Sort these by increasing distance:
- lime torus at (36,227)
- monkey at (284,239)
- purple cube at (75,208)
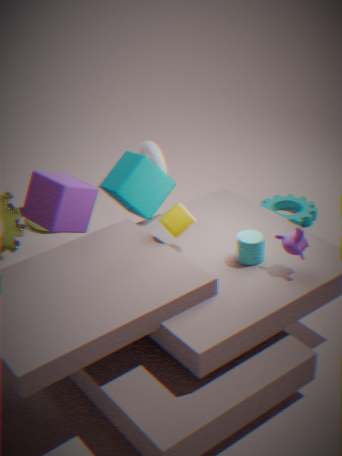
monkey at (284,239)
purple cube at (75,208)
lime torus at (36,227)
